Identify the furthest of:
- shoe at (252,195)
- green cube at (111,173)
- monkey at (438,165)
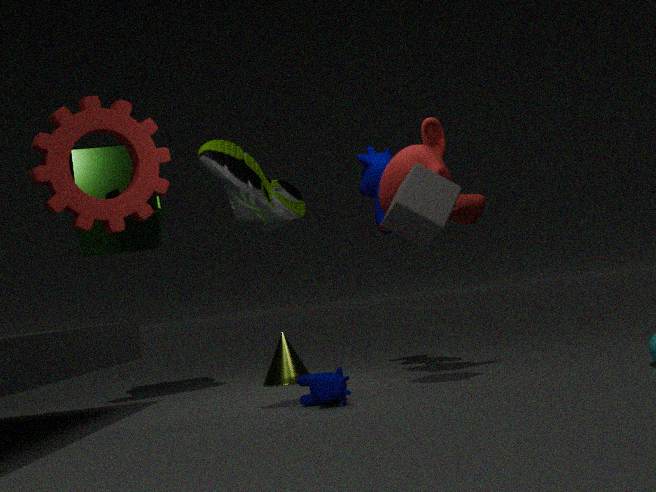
green cube at (111,173)
